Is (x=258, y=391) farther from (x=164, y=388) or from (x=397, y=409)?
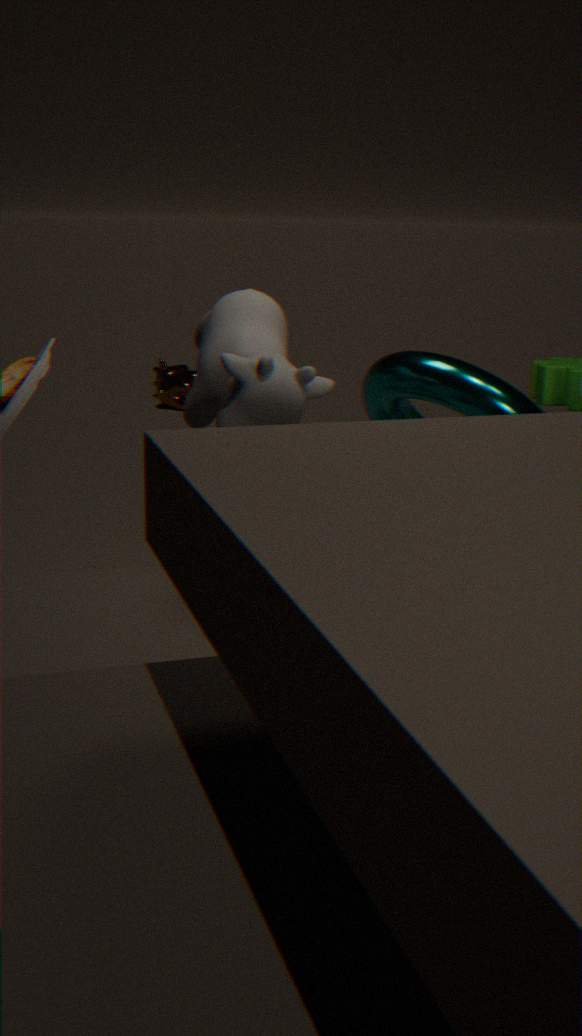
(x=164, y=388)
